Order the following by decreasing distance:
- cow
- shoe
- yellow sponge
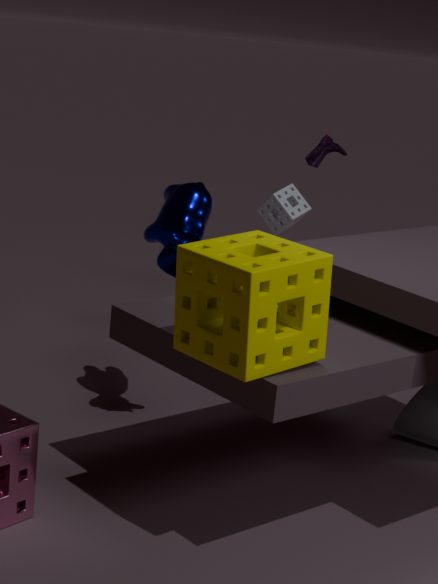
shoe < cow < yellow sponge
